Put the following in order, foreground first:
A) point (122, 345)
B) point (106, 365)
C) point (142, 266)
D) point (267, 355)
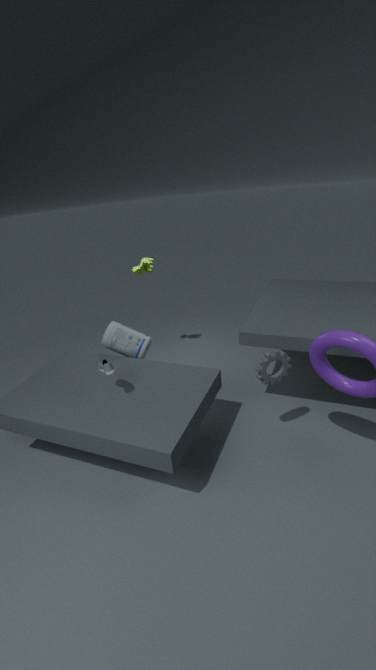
1. point (267, 355)
2. point (106, 365)
3. point (122, 345)
4. point (142, 266)
